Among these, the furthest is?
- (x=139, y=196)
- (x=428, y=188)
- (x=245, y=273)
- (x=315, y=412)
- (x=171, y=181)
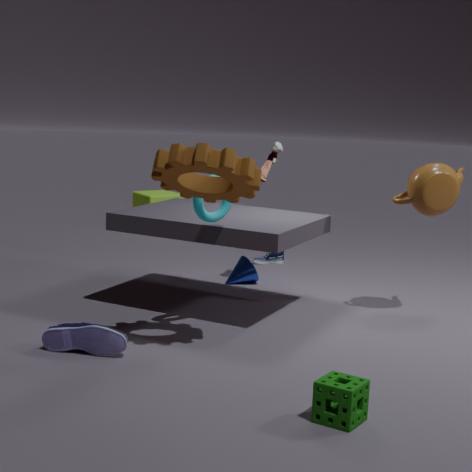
(x=139, y=196)
